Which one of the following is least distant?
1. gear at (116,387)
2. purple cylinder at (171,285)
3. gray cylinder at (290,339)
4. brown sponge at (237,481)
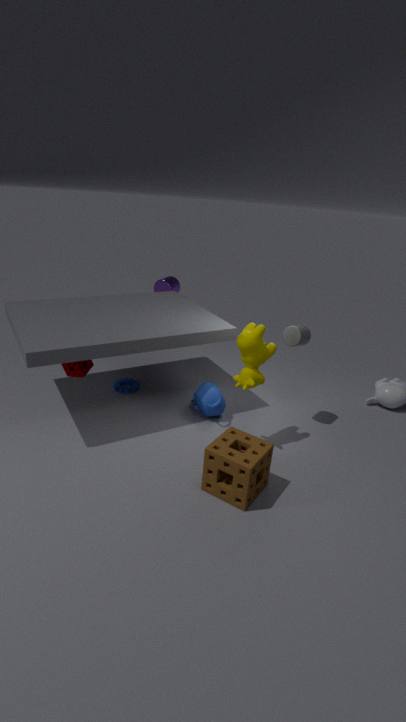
brown sponge at (237,481)
